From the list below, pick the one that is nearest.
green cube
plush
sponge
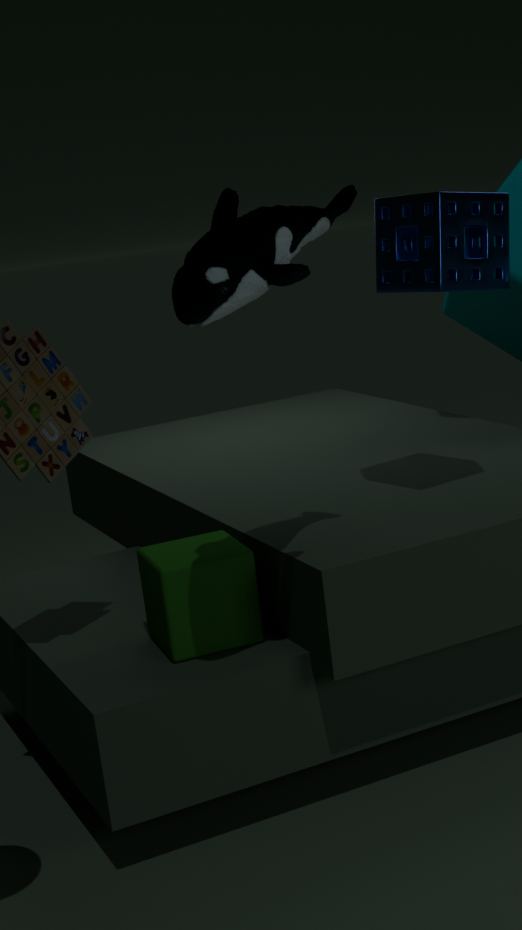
plush
